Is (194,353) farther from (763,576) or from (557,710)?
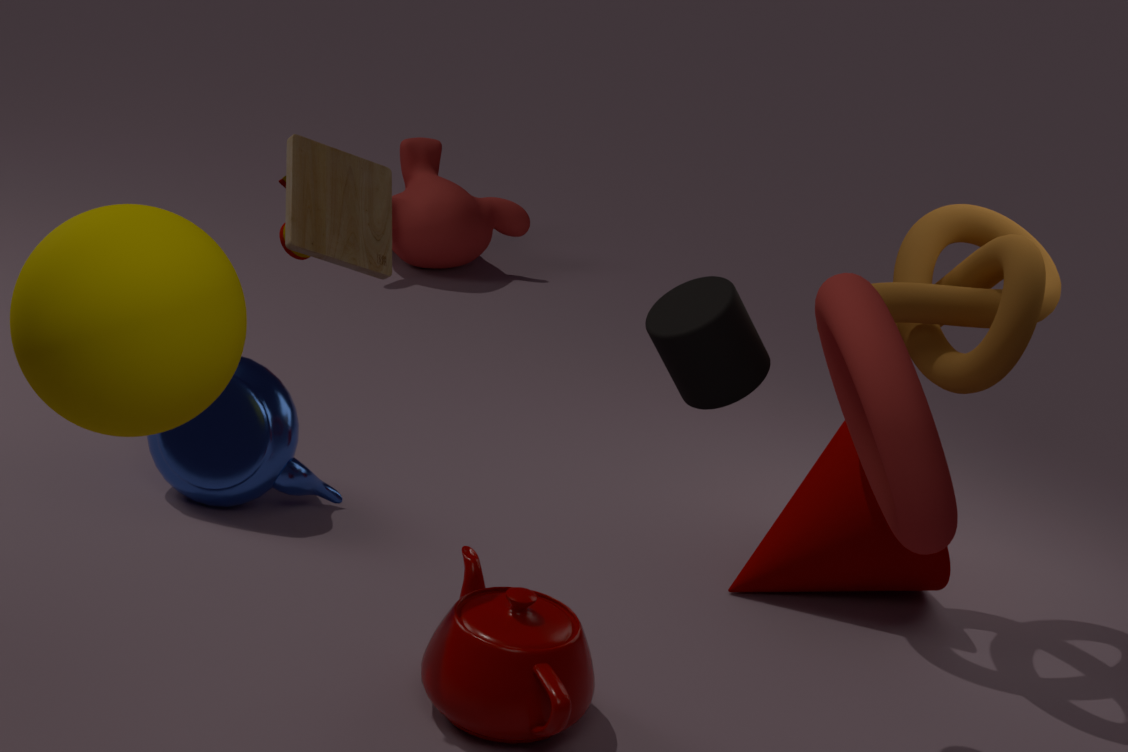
(763,576)
